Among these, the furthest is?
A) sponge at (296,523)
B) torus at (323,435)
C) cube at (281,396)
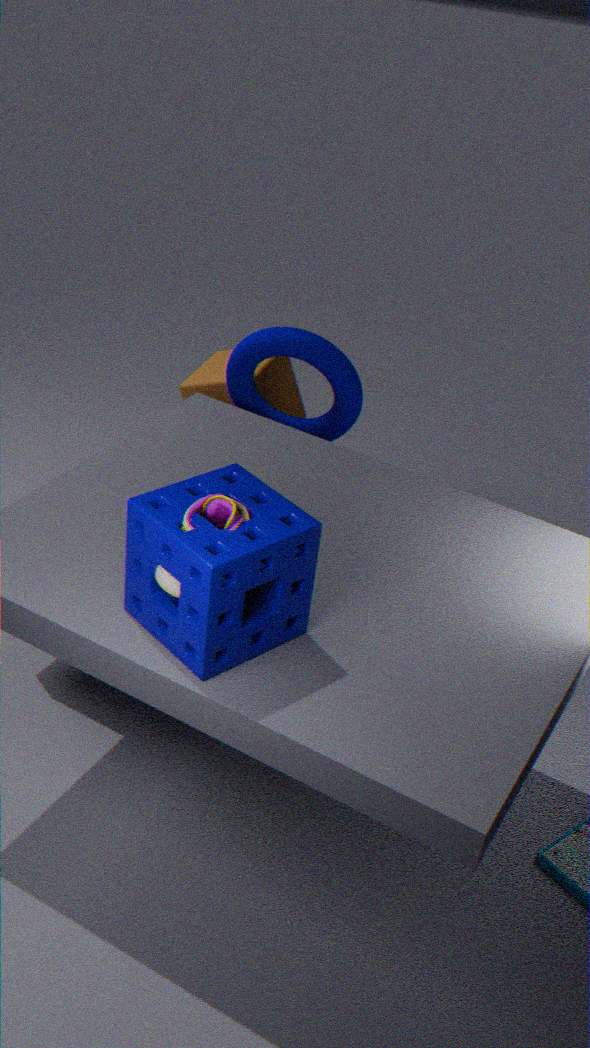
cube at (281,396)
